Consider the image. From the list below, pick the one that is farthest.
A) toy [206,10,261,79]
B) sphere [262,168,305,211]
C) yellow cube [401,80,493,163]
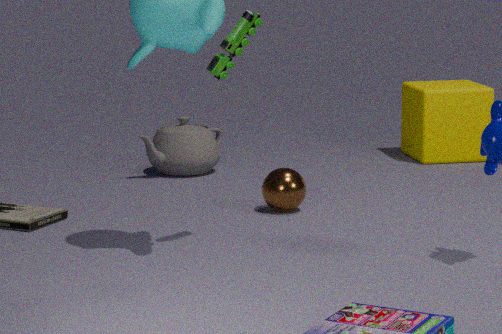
yellow cube [401,80,493,163]
